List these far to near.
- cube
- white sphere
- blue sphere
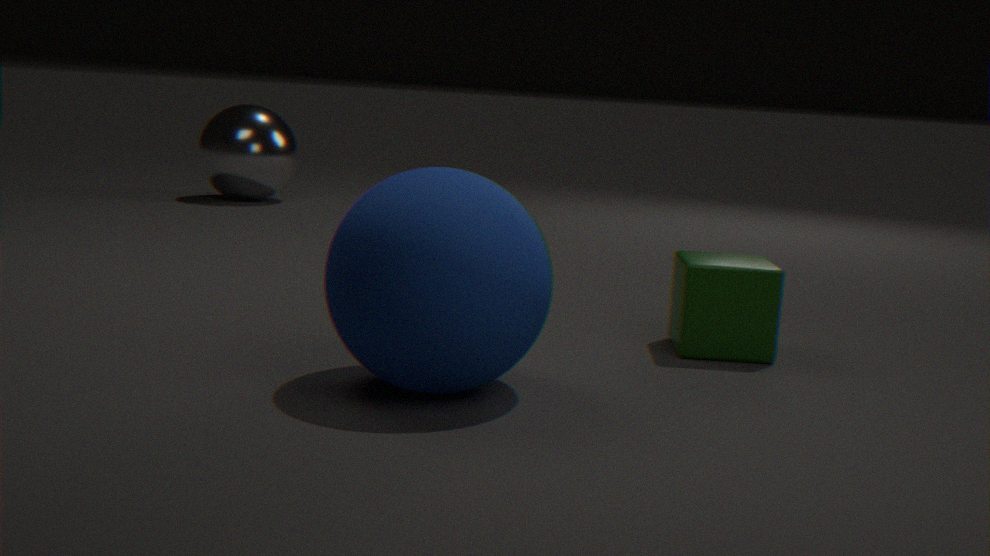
white sphere → cube → blue sphere
